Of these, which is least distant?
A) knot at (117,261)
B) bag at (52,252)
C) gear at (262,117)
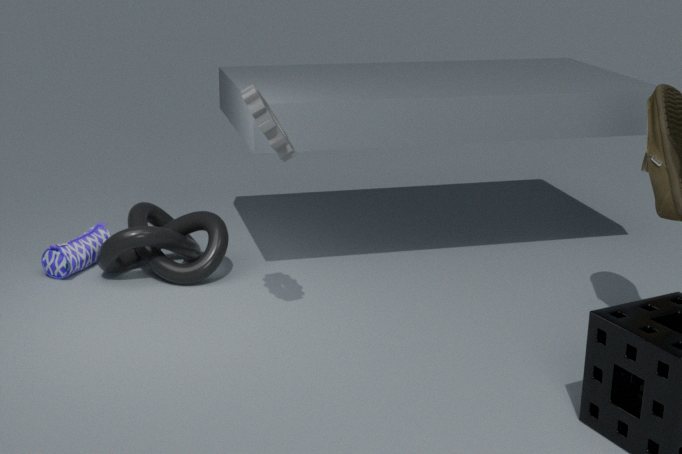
C. gear at (262,117)
